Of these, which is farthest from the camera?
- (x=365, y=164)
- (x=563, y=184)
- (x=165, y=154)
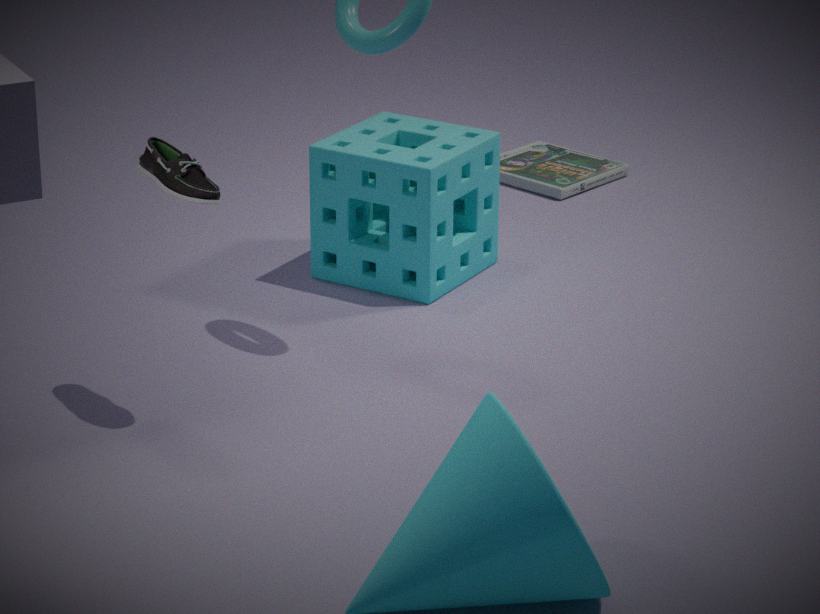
(x=563, y=184)
